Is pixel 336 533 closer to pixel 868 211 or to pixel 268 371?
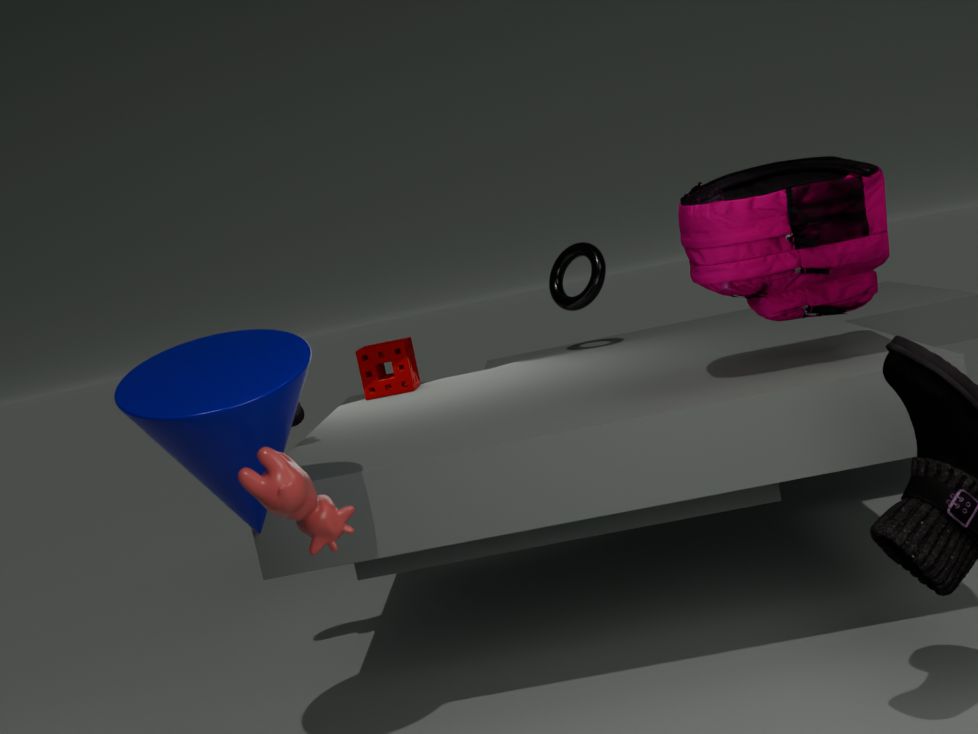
pixel 268 371
